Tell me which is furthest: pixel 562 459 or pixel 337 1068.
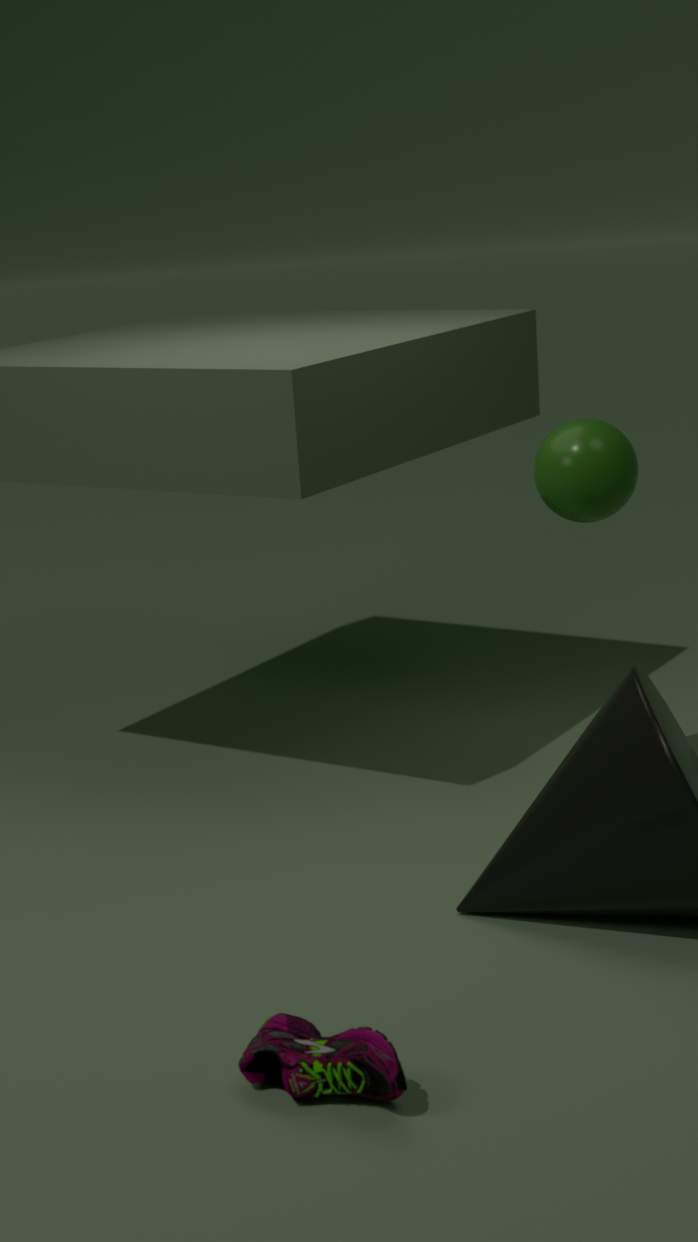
pixel 562 459
